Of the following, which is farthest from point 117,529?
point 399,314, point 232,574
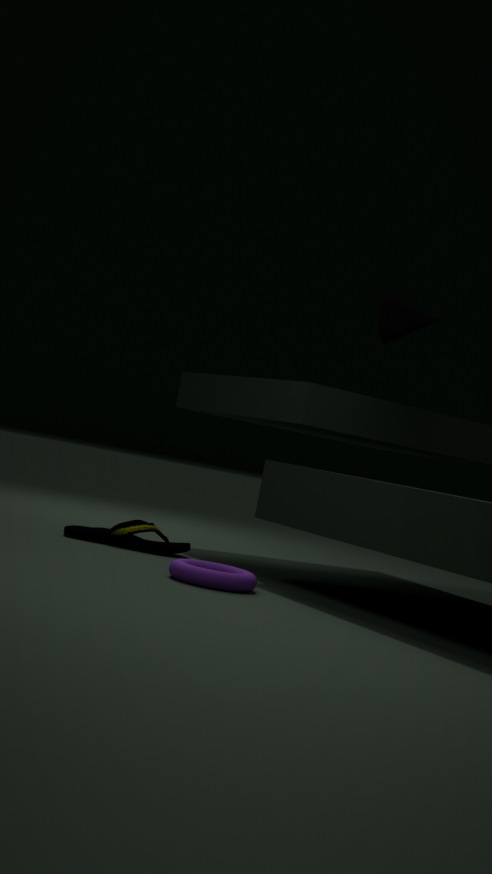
point 399,314
